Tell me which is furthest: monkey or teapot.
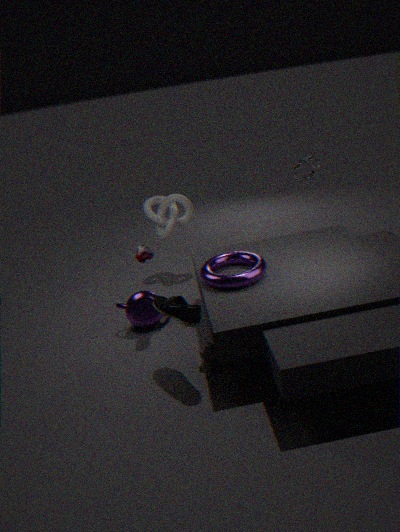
teapot
